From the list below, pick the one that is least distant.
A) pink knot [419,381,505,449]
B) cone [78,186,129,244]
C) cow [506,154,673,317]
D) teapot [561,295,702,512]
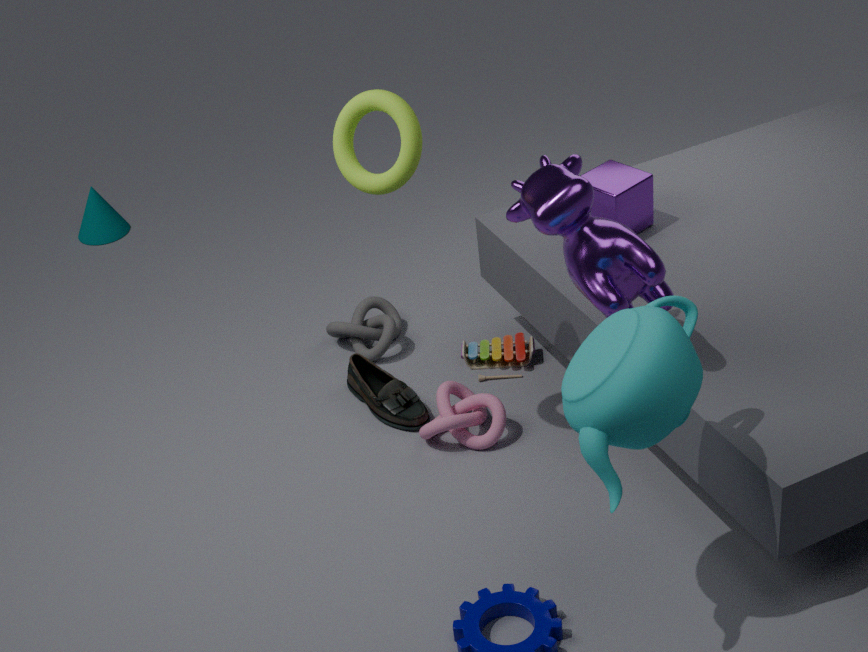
teapot [561,295,702,512]
